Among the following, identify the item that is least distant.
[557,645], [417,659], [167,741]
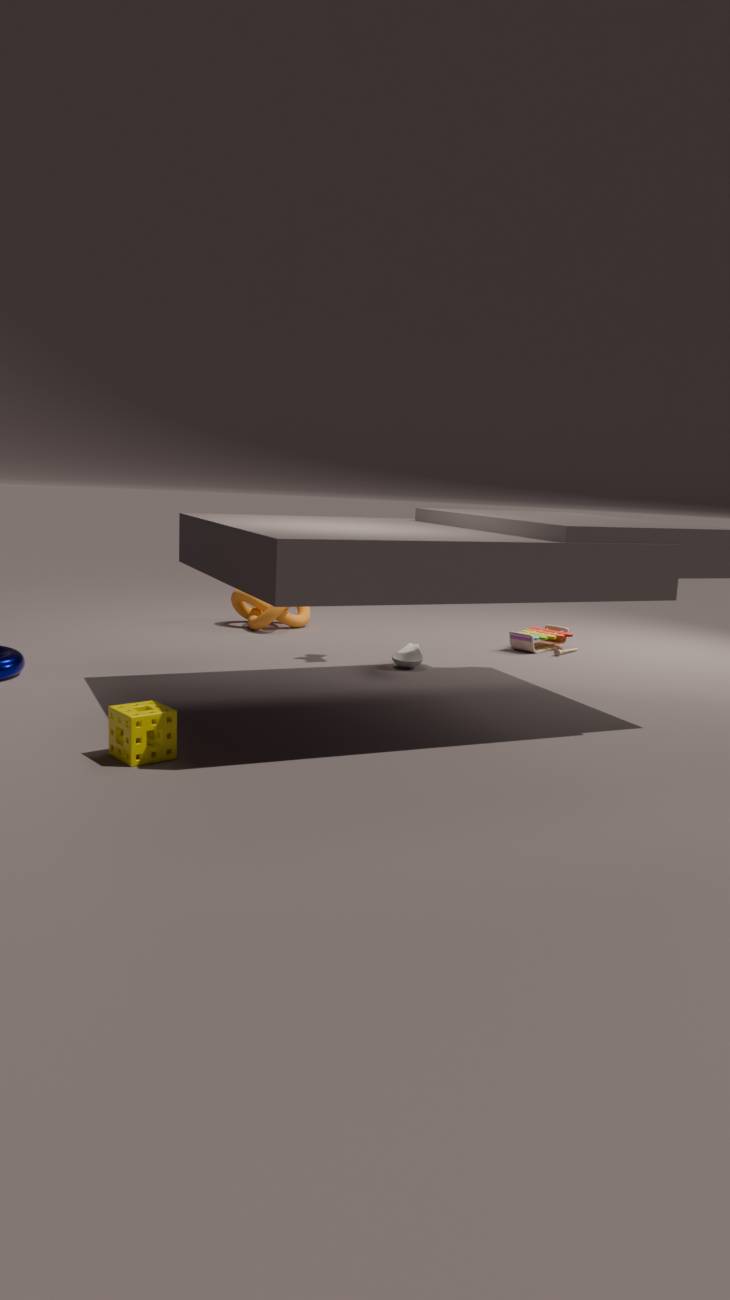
[167,741]
